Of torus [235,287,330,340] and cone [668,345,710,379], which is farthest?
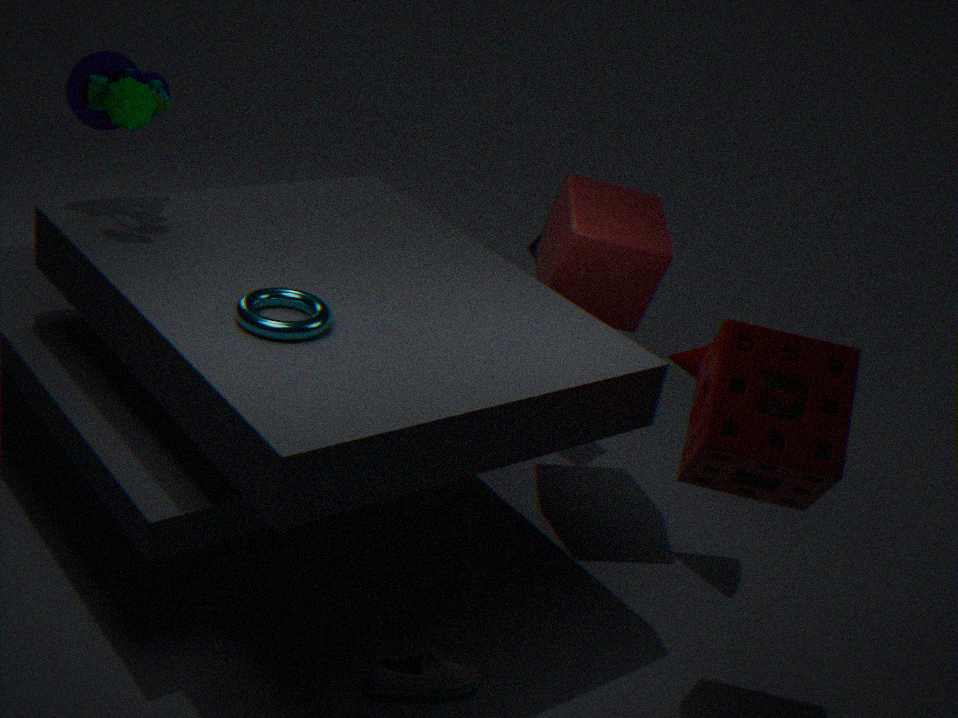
cone [668,345,710,379]
